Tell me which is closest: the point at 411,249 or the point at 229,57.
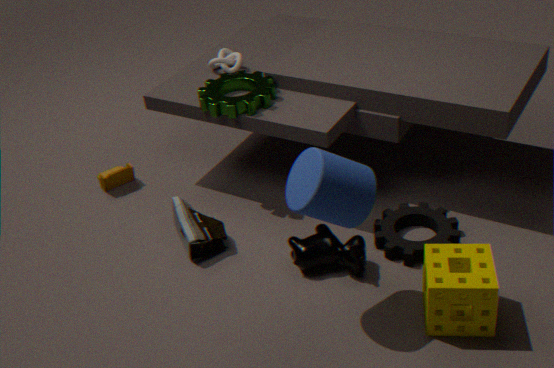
the point at 411,249
